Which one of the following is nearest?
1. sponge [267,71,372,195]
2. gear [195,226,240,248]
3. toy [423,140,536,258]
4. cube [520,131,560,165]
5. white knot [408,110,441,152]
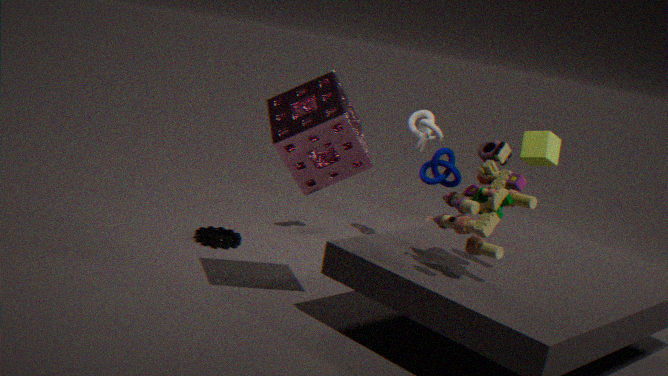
toy [423,140,536,258]
